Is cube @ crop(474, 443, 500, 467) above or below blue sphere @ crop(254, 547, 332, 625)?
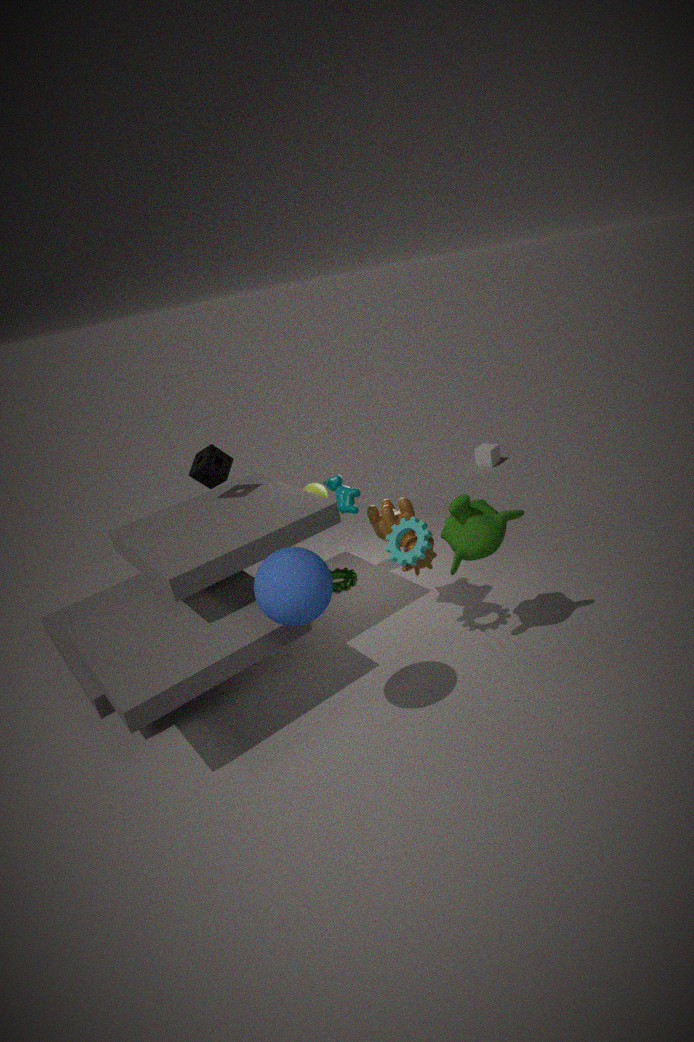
below
